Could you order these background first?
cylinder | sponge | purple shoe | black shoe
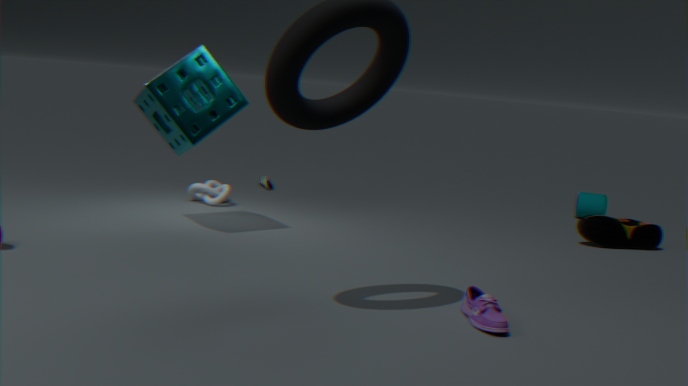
cylinder → black shoe → sponge → purple shoe
